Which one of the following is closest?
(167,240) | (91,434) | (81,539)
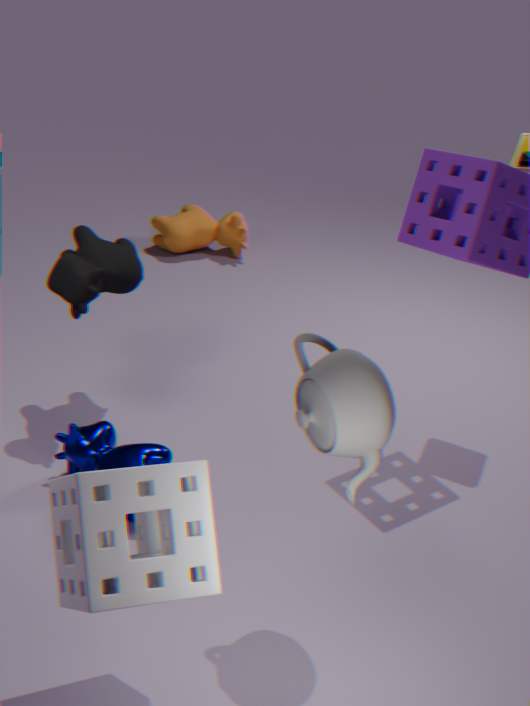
(81,539)
